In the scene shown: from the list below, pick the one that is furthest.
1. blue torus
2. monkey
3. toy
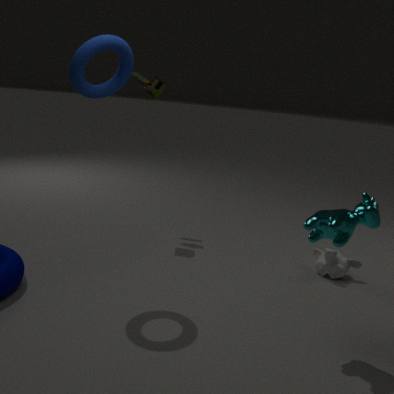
toy
